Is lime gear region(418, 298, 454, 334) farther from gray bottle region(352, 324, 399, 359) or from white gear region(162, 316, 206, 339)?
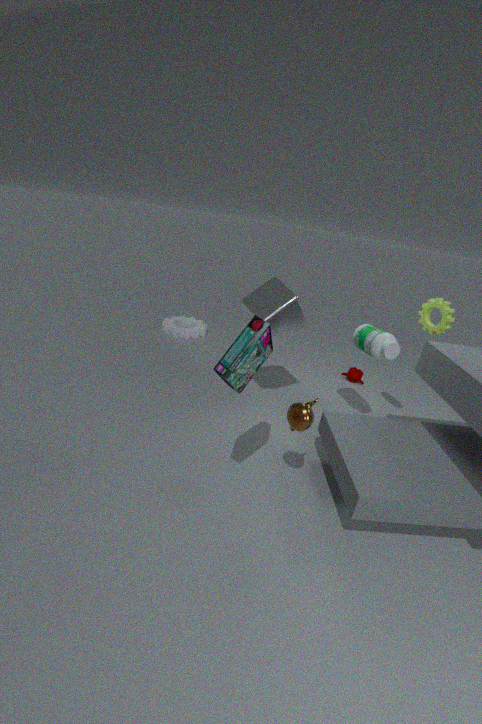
white gear region(162, 316, 206, 339)
